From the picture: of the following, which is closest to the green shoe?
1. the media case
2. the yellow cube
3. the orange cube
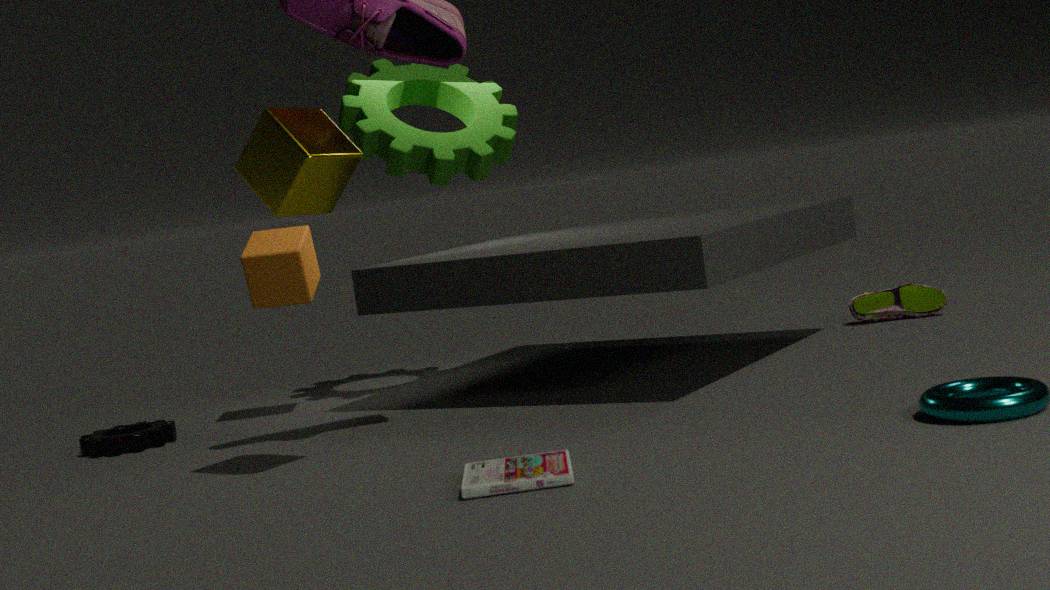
the orange cube
